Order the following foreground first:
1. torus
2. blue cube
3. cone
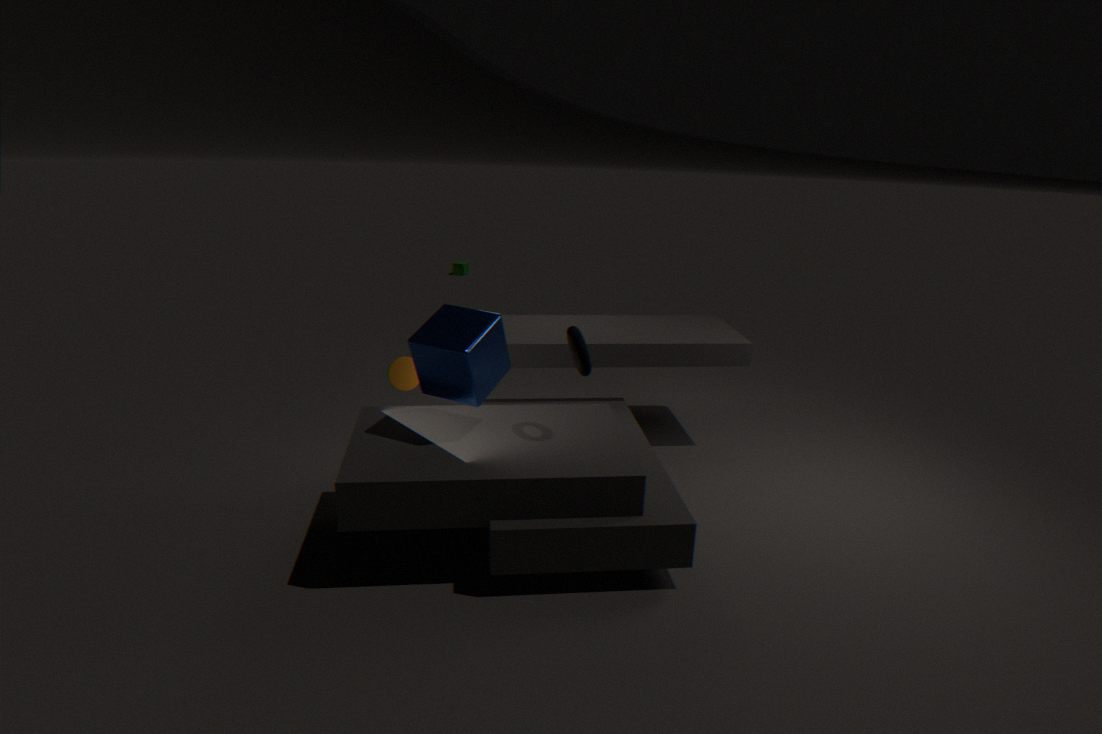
1. blue cube
2. torus
3. cone
